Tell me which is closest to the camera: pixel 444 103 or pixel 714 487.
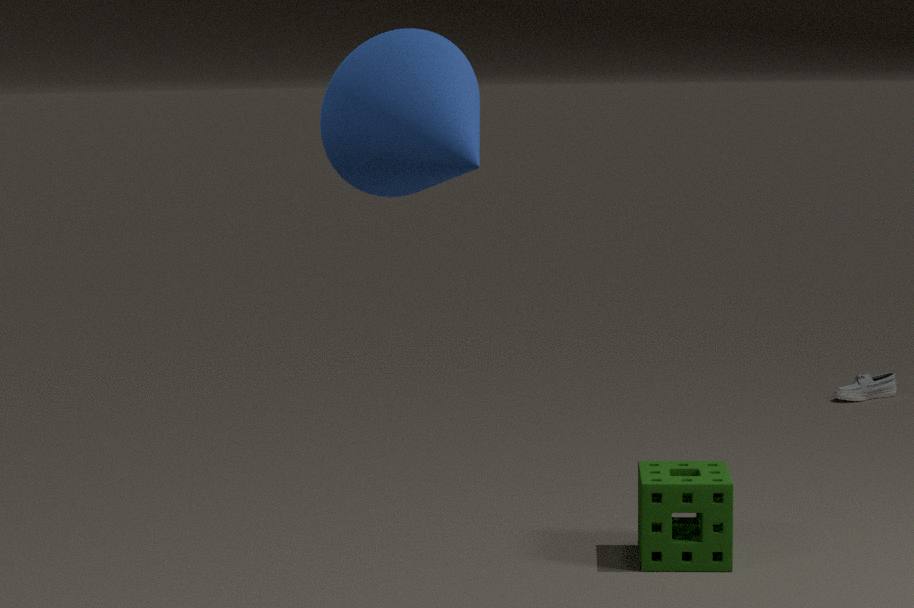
pixel 444 103
